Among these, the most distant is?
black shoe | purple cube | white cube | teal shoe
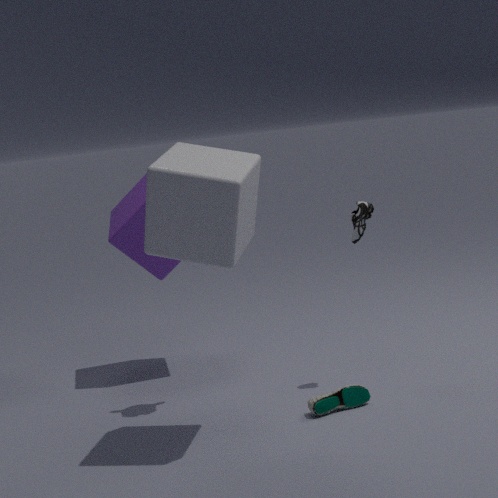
purple cube
